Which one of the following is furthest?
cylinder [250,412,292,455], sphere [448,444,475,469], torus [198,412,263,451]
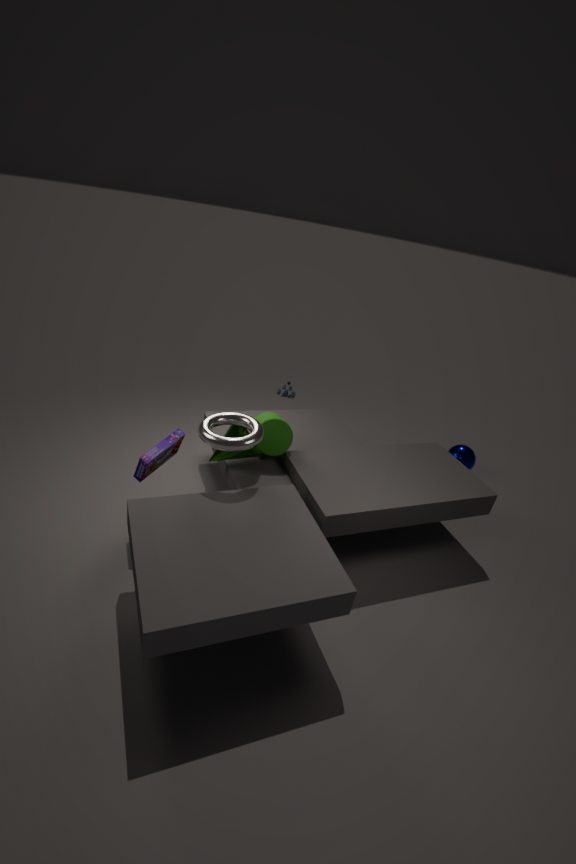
sphere [448,444,475,469]
